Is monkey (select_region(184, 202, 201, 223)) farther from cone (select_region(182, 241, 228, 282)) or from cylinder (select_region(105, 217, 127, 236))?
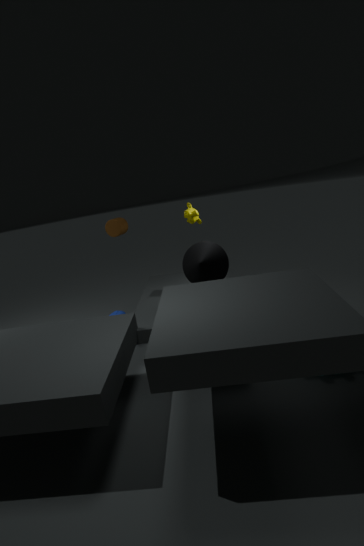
cylinder (select_region(105, 217, 127, 236))
